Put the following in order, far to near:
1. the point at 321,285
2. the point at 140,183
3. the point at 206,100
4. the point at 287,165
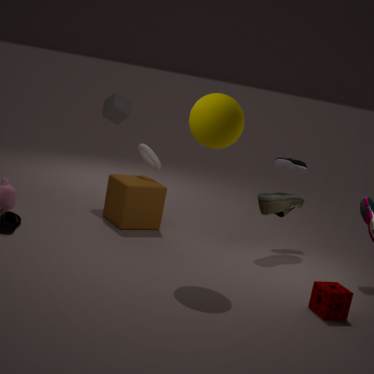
the point at 287,165, the point at 140,183, the point at 206,100, the point at 321,285
